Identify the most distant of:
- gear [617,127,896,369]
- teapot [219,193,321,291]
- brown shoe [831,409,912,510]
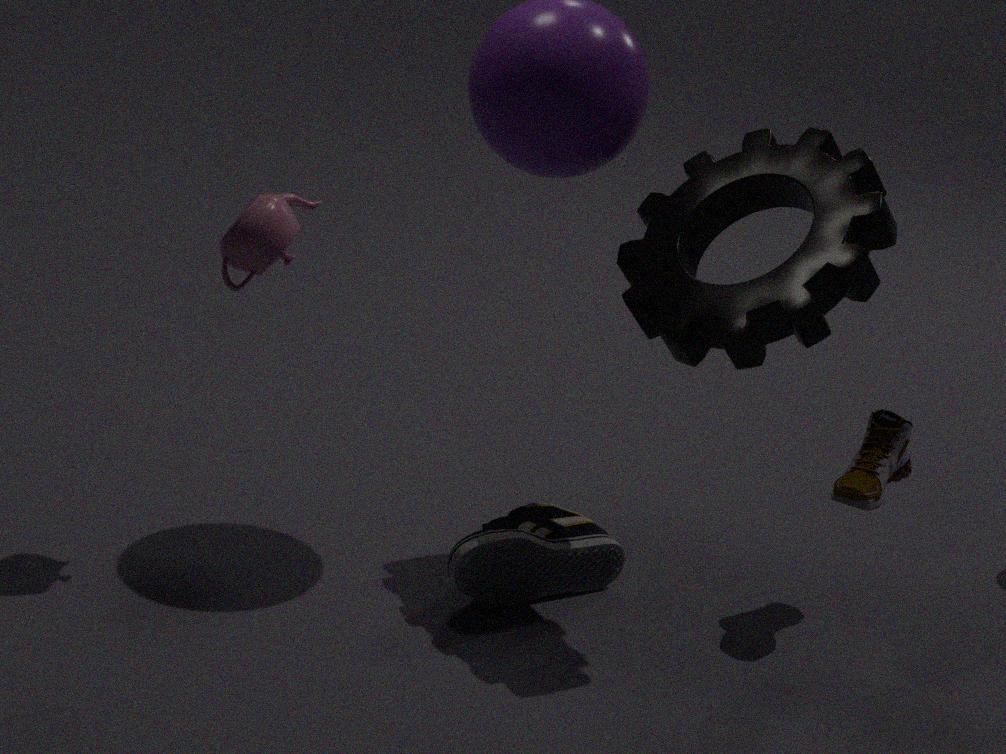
brown shoe [831,409,912,510]
